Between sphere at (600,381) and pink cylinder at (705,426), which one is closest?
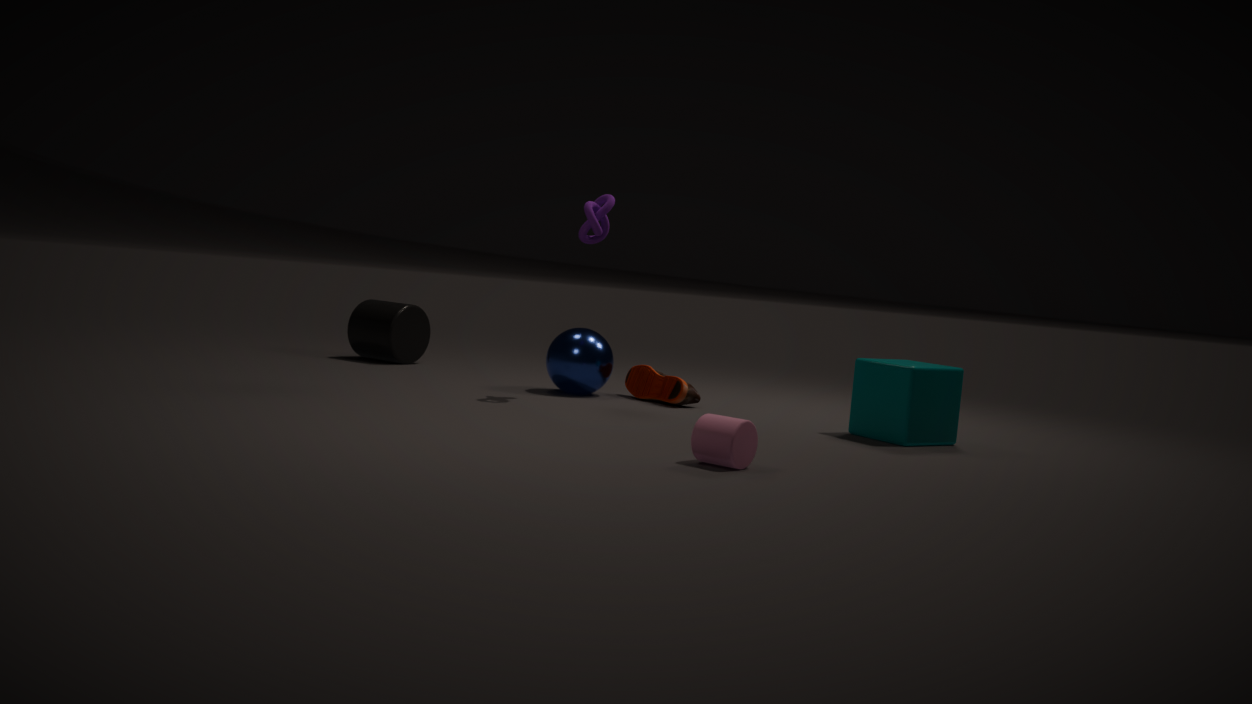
pink cylinder at (705,426)
